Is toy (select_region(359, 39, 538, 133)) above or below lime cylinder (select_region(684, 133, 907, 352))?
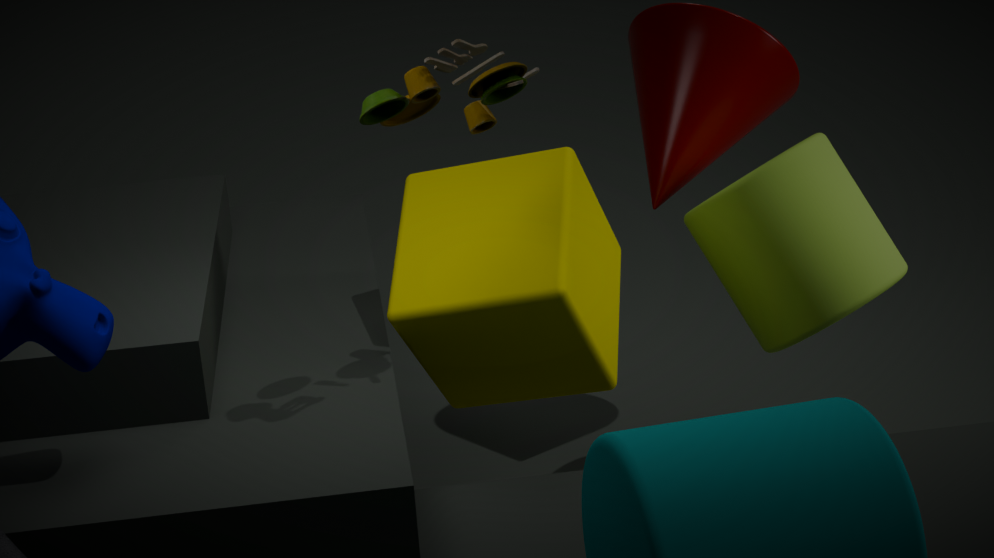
above
